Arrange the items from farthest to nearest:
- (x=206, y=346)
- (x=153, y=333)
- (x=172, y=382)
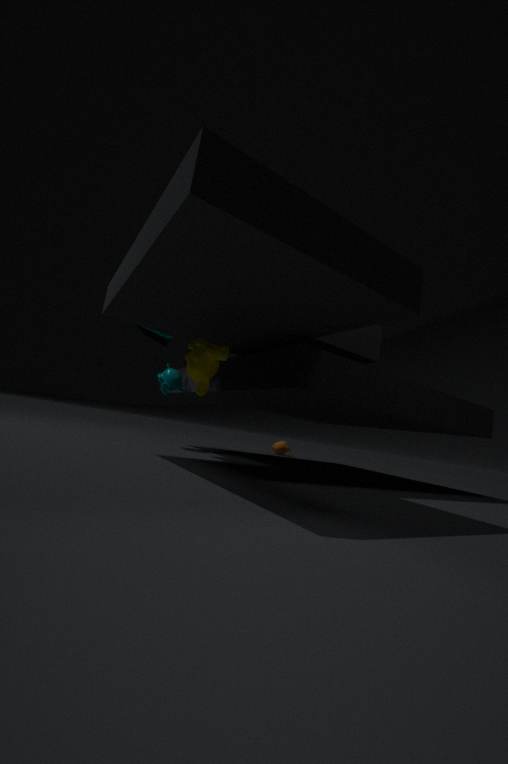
(x=153, y=333) < (x=172, y=382) < (x=206, y=346)
